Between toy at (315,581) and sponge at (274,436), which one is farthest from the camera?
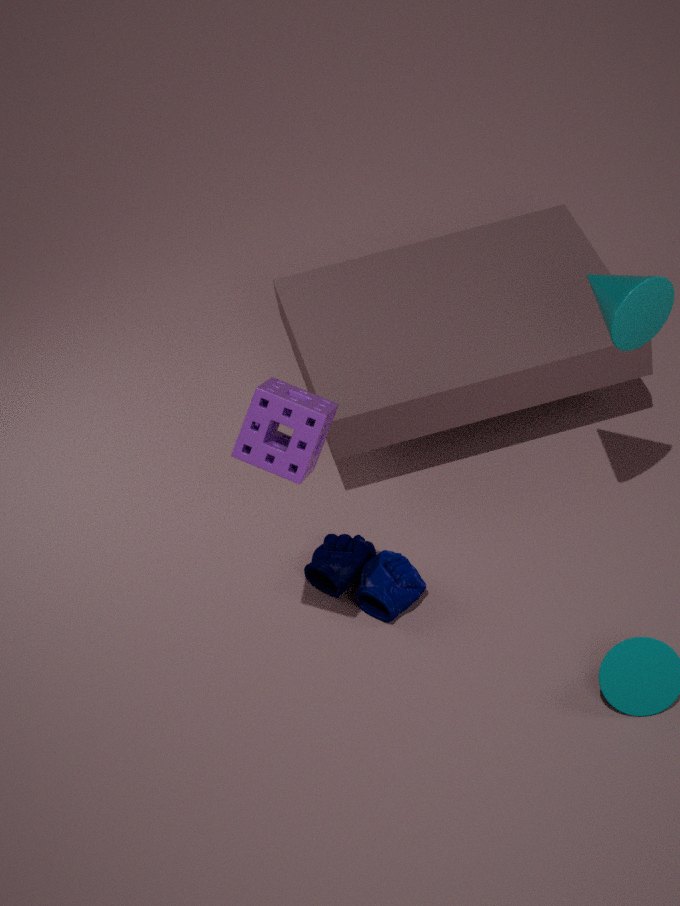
toy at (315,581)
